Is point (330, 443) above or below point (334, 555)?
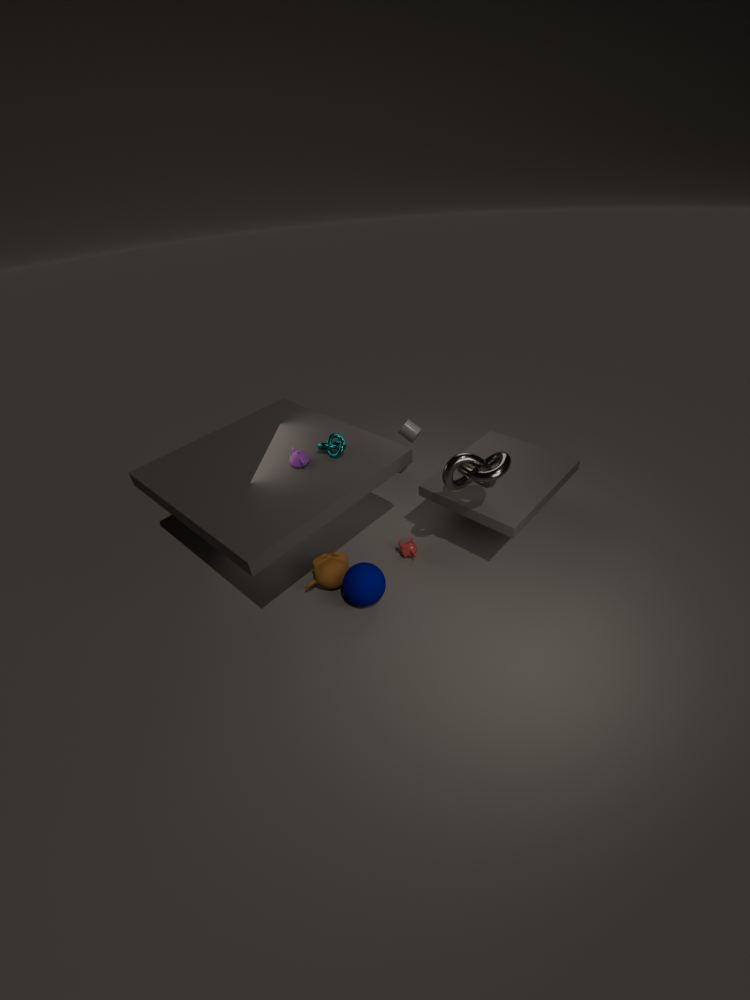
above
